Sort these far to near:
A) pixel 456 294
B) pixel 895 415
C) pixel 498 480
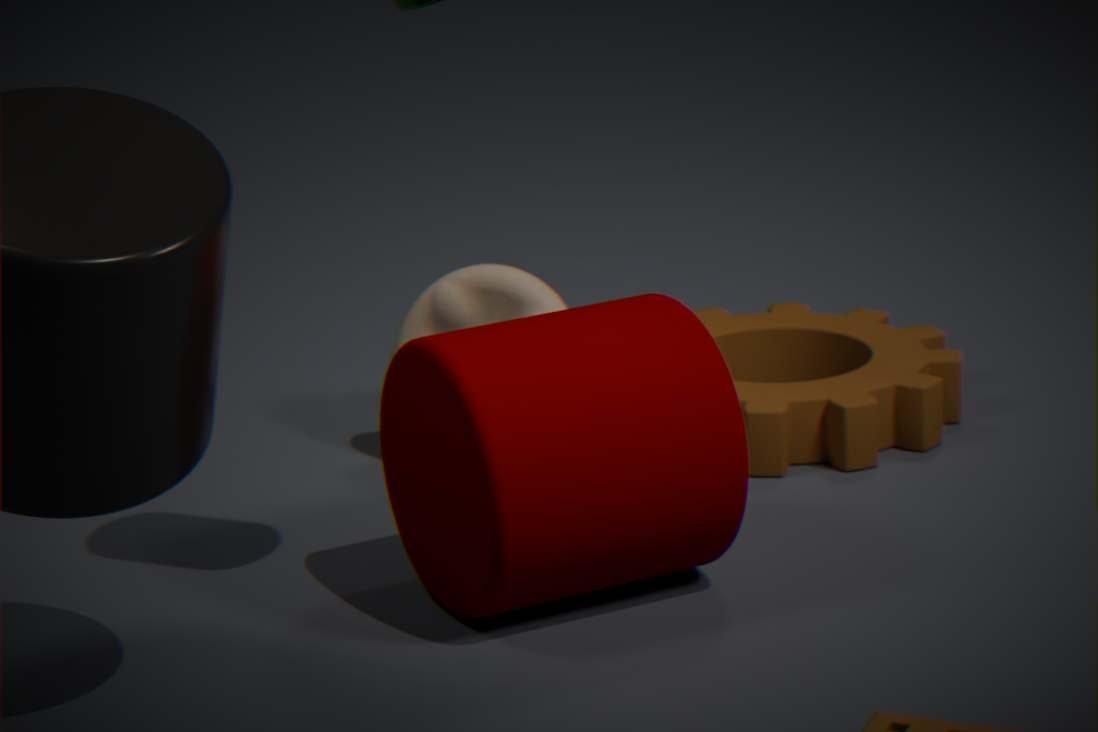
pixel 895 415
pixel 456 294
pixel 498 480
